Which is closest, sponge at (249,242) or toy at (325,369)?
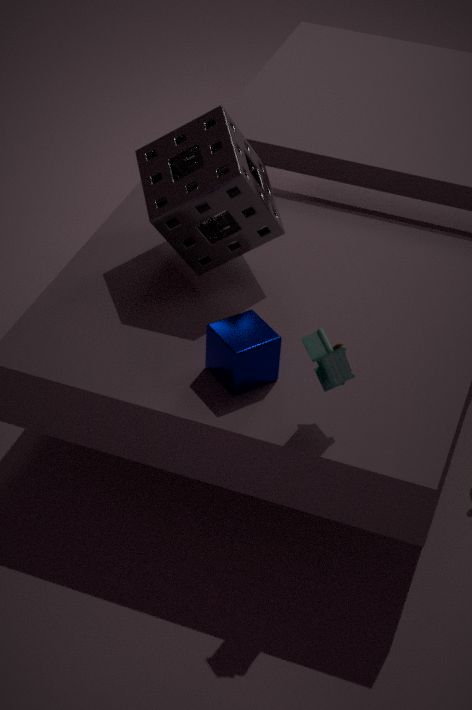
toy at (325,369)
